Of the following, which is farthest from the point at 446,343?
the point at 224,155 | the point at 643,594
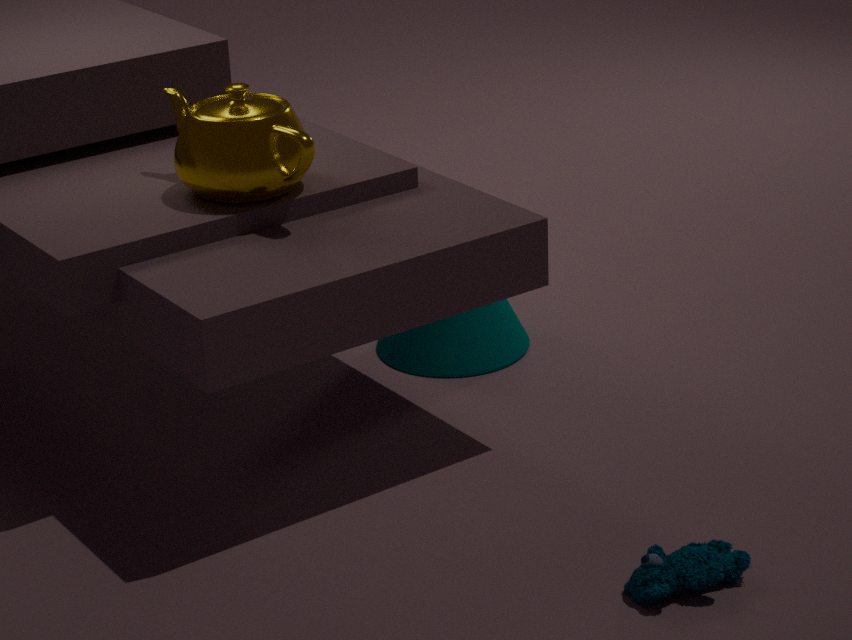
the point at 643,594
